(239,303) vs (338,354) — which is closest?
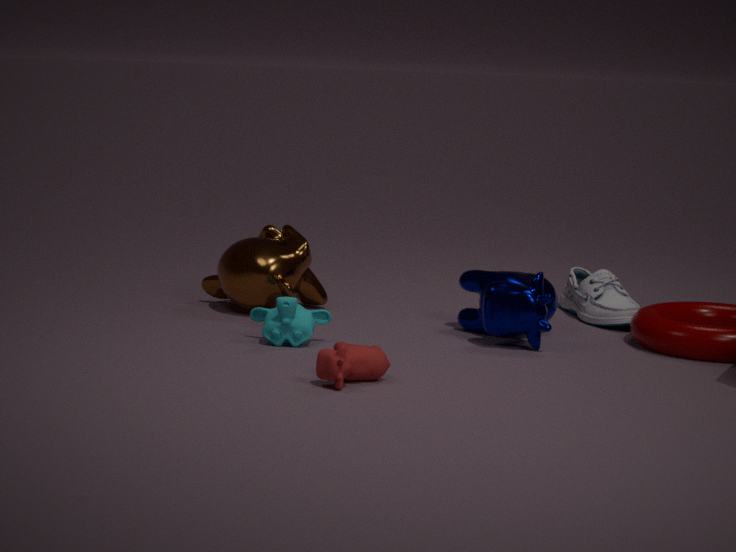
(338,354)
